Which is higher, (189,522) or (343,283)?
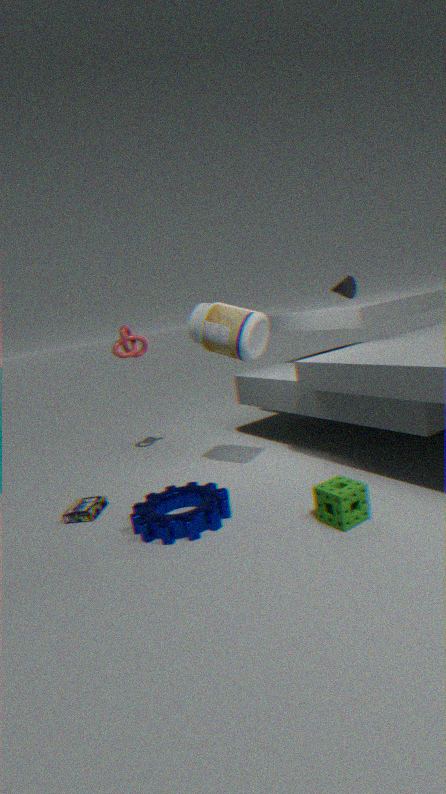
(343,283)
